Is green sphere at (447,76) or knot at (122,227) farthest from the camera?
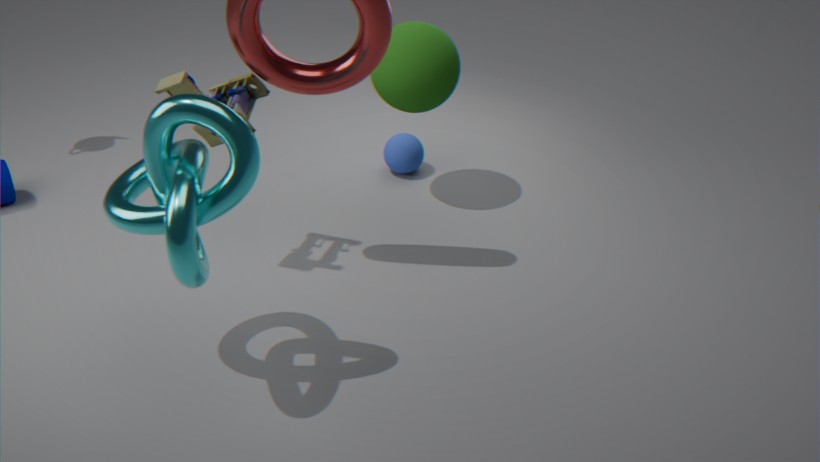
green sphere at (447,76)
